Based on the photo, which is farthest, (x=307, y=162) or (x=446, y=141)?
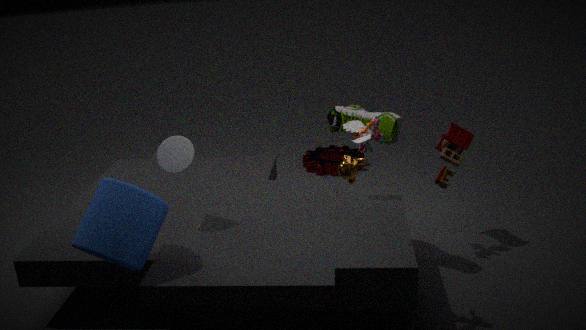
(x=307, y=162)
